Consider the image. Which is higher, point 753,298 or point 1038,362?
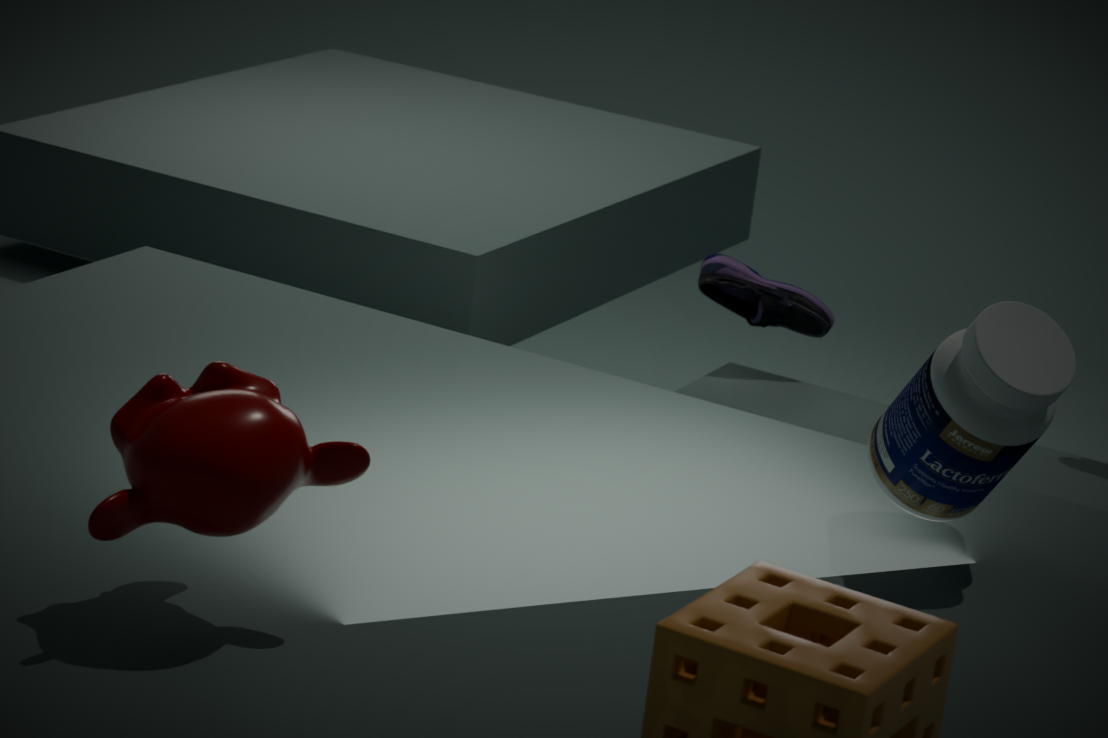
point 1038,362
